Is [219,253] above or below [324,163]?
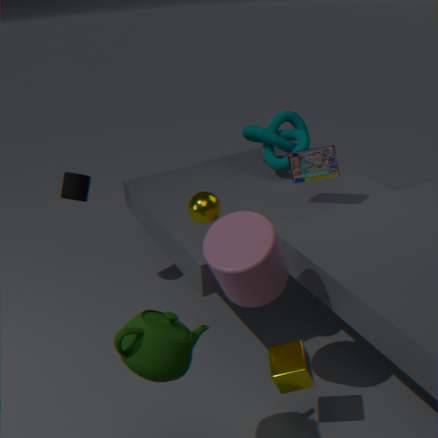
below
